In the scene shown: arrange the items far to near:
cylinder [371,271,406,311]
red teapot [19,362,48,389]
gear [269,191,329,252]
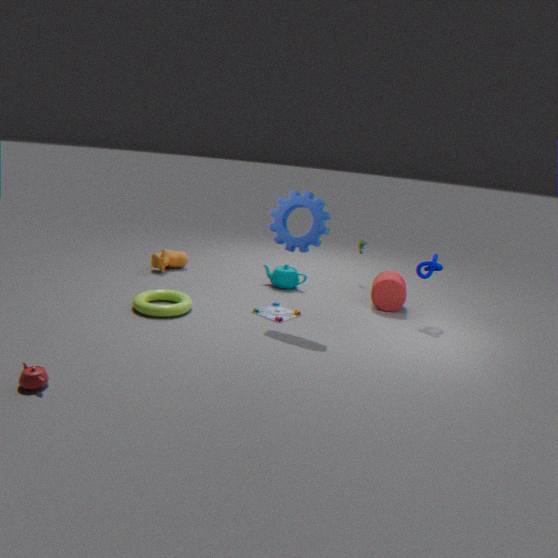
cylinder [371,271,406,311] → gear [269,191,329,252] → red teapot [19,362,48,389]
